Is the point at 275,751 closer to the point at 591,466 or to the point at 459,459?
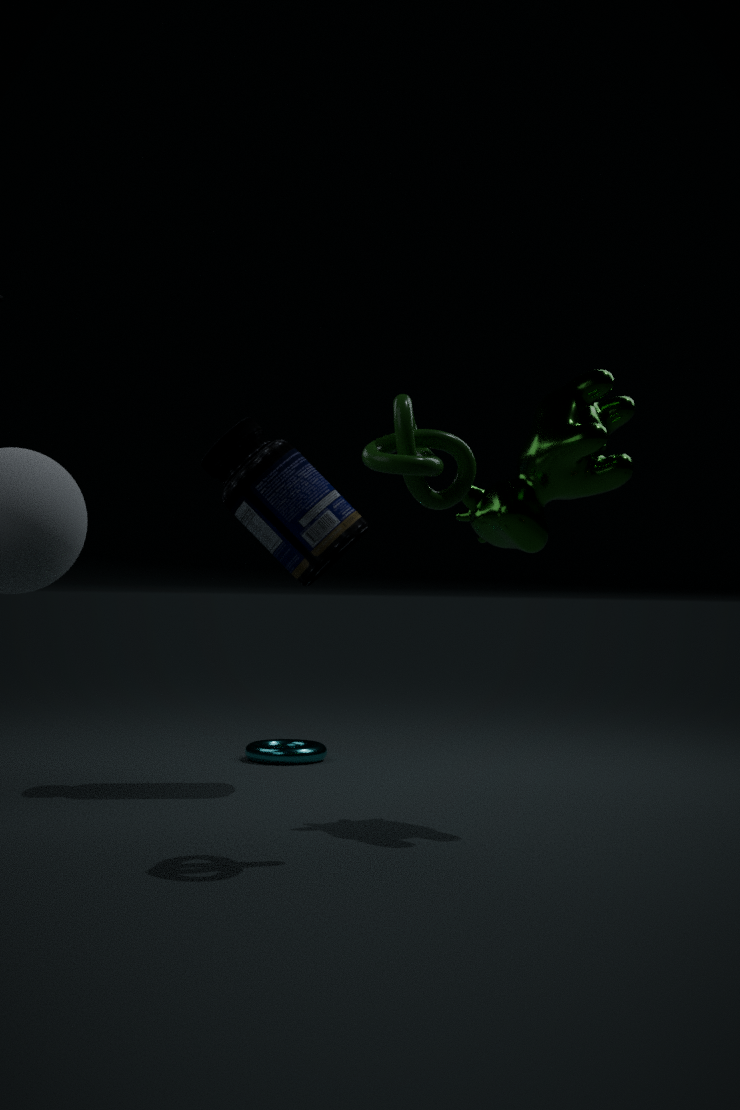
the point at 591,466
